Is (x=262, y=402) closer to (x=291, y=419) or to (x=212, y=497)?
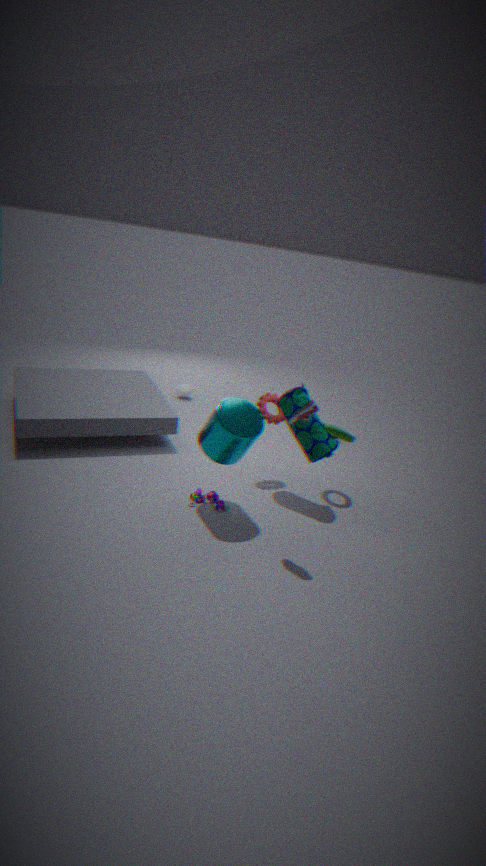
(x=212, y=497)
